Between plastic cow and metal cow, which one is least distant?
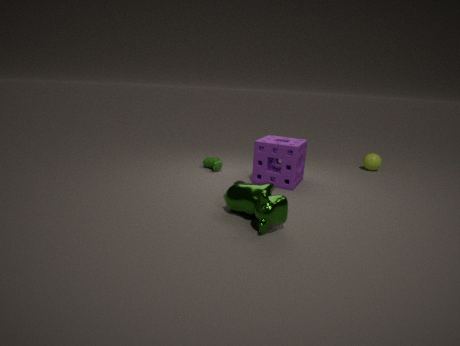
metal cow
